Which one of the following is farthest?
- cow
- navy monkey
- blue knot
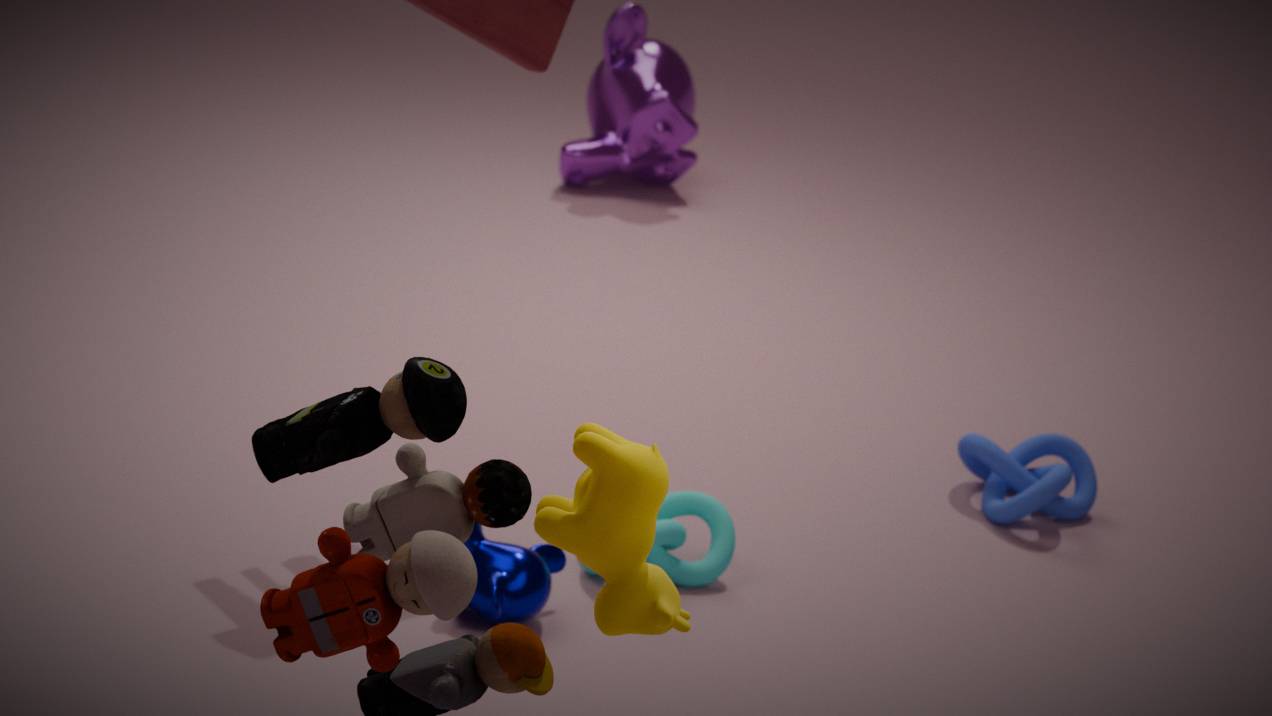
blue knot
